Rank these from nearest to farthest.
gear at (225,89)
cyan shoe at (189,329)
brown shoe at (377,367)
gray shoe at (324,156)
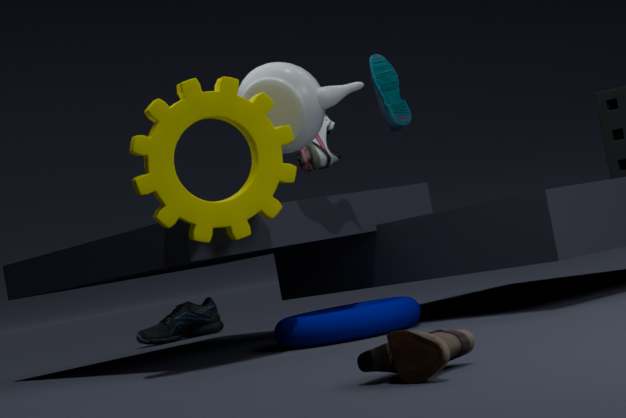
brown shoe at (377,367), gear at (225,89), gray shoe at (324,156), cyan shoe at (189,329)
